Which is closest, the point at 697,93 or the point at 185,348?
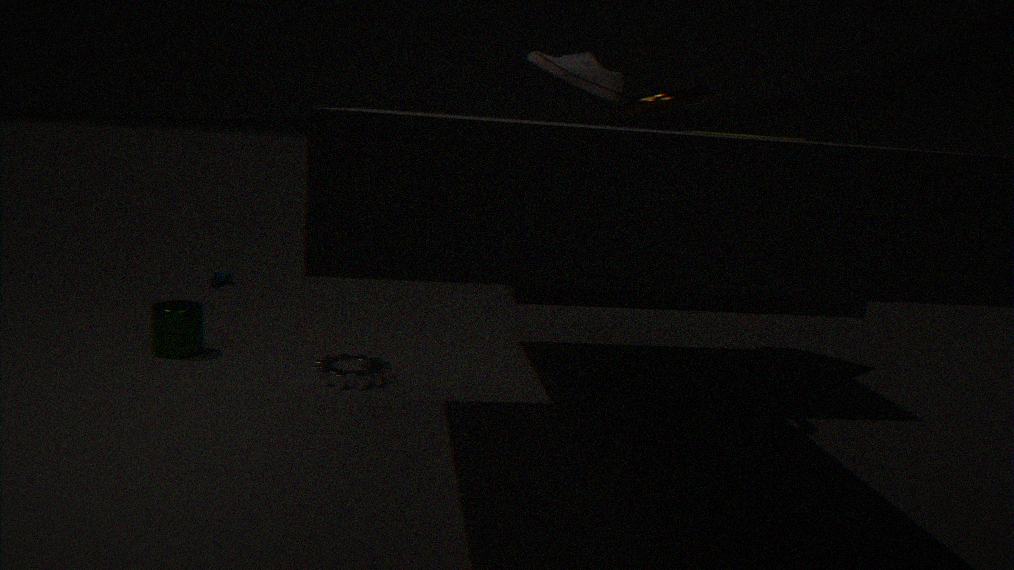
the point at 697,93
